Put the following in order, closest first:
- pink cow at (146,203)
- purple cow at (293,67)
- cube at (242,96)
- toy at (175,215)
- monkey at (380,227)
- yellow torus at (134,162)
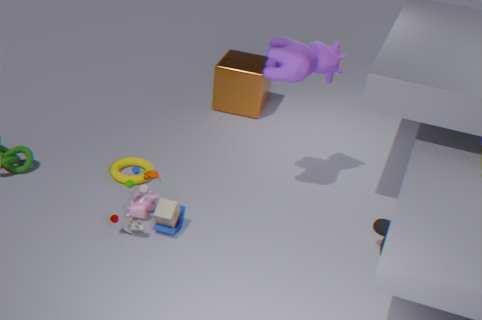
monkey at (380,227), purple cow at (293,67), toy at (175,215), pink cow at (146,203), yellow torus at (134,162), cube at (242,96)
